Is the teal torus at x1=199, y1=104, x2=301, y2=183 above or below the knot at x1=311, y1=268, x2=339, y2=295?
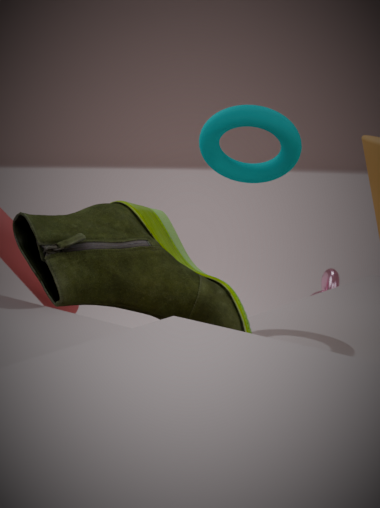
above
